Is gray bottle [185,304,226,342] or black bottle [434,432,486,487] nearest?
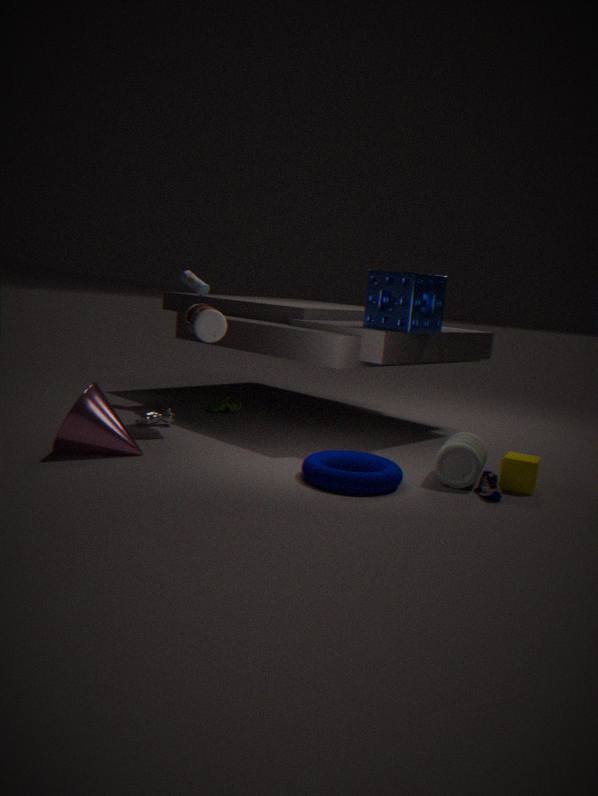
black bottle [434,432,486,487]
